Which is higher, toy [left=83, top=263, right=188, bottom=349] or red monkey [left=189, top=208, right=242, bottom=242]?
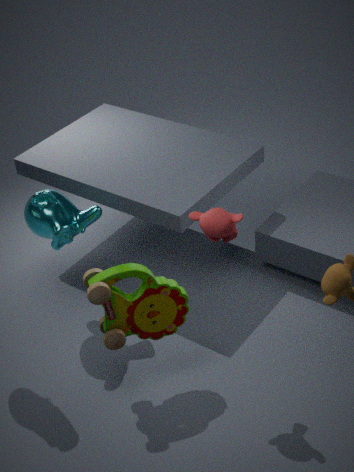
red monkey [left=189, top=208, right=242, bottom=242]
